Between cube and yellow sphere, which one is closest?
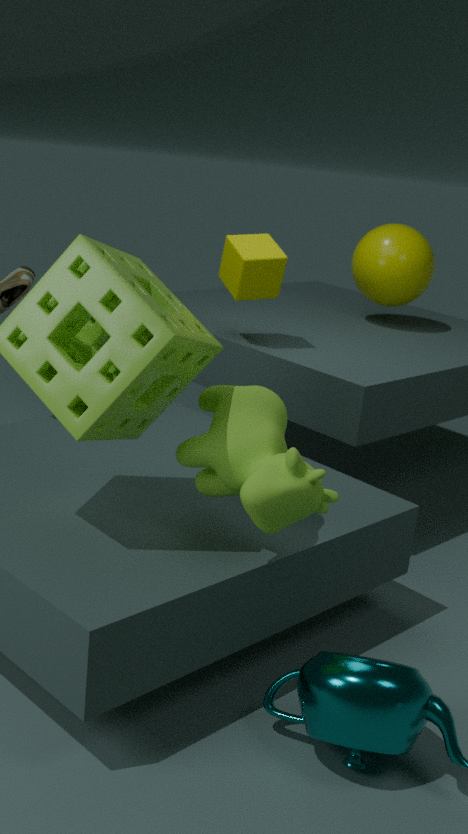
cube
